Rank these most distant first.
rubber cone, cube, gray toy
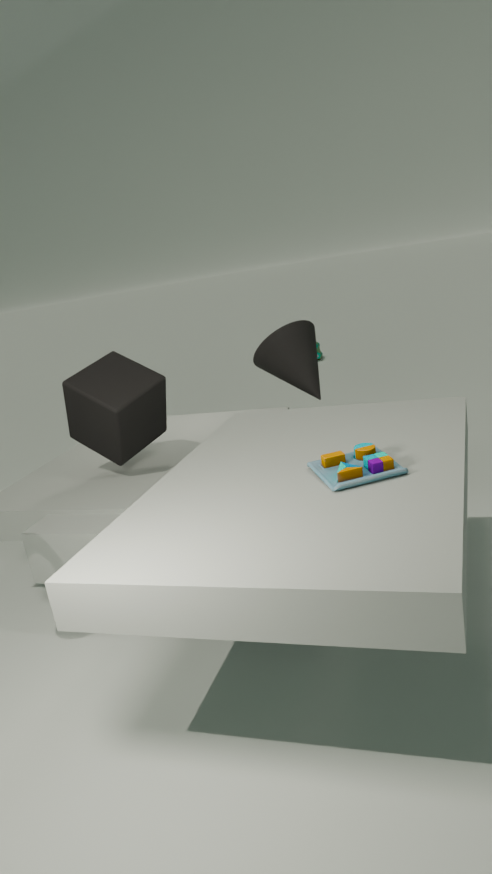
rubber cone, cube, gray toy
